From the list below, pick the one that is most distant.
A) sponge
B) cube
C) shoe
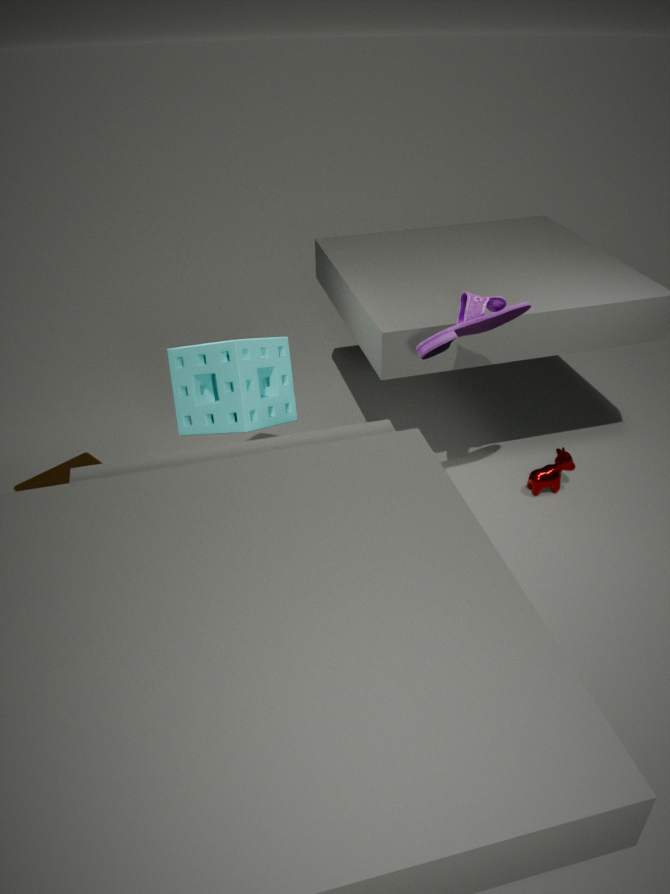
cube
